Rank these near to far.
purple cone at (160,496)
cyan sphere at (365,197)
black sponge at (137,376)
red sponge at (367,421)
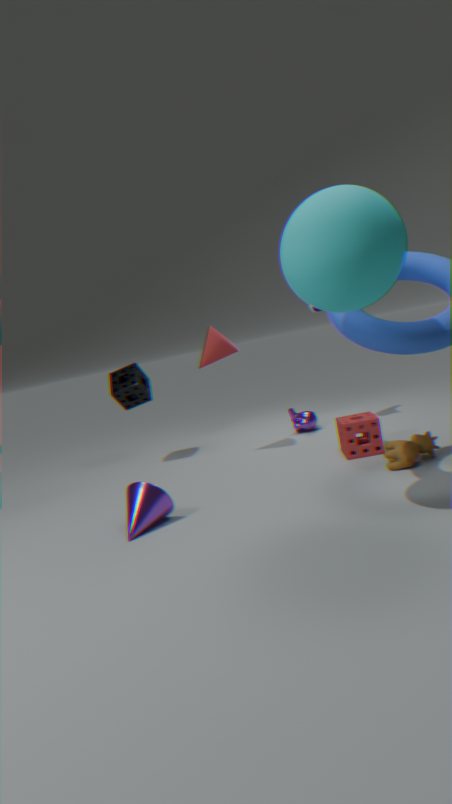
cyan sphere at (365,197) → purple cone at (160,496) → red sponge at (367,421) → black sponge at (137,376)
